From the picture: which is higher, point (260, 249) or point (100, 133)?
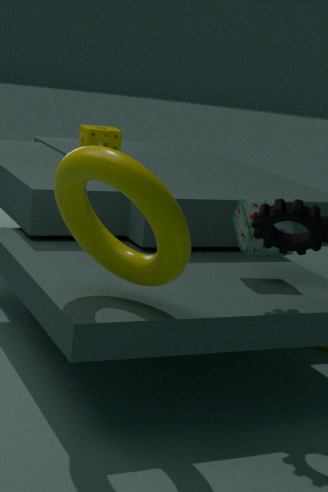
point (100, 133)
